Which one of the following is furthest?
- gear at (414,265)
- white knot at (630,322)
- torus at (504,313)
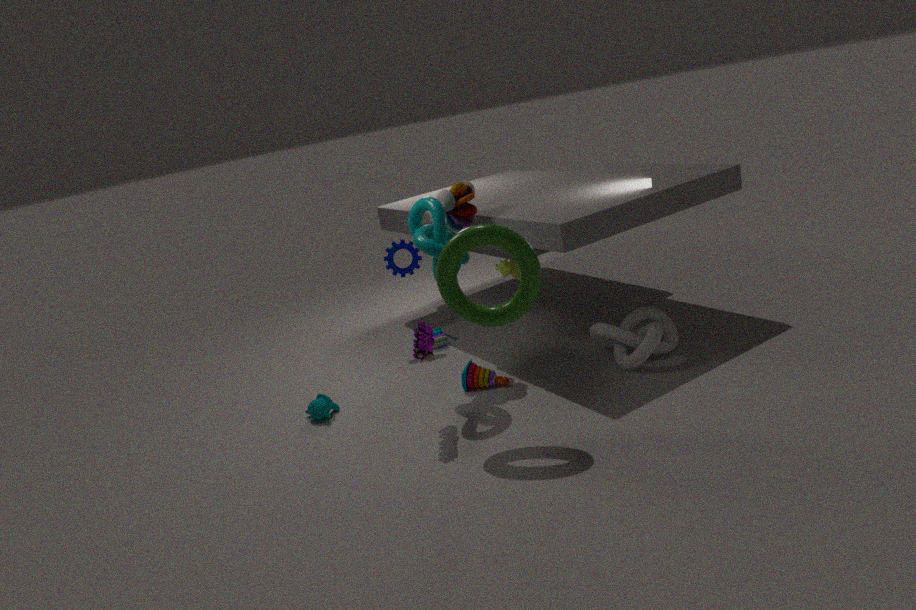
gear at (414,265)
